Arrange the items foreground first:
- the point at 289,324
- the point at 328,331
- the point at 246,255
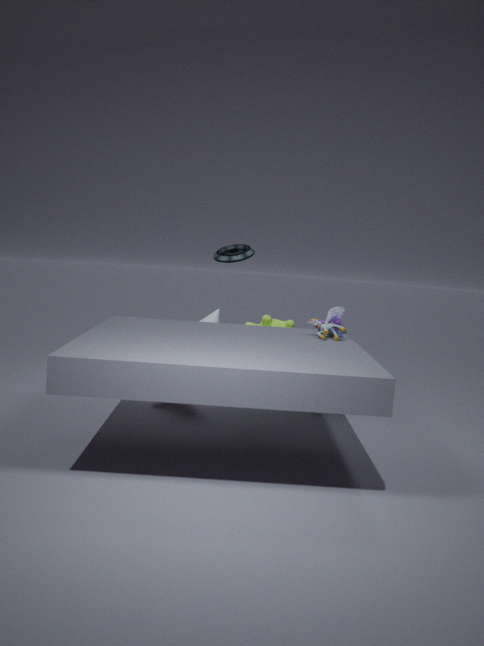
1. the point at 328,331
2. the point at 246,255
3. the point at 289,324
